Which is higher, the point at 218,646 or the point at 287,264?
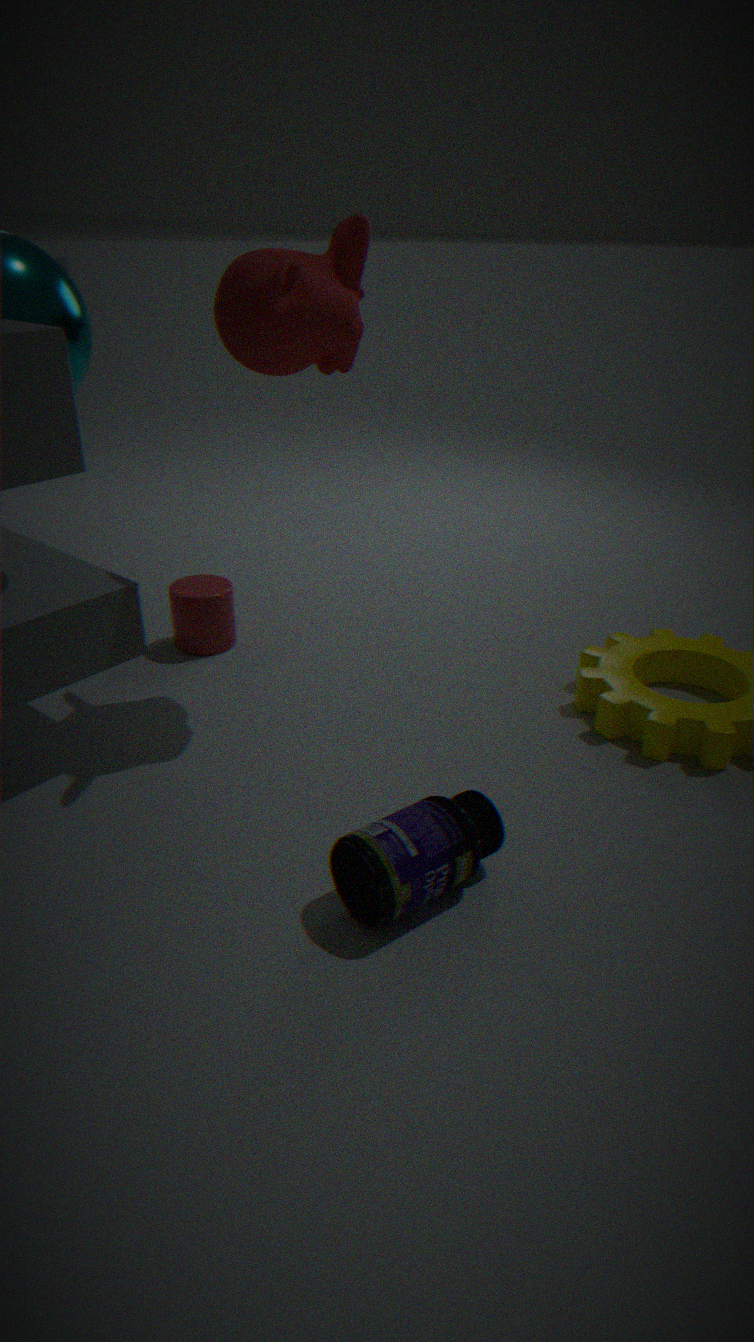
the point at 287,264
